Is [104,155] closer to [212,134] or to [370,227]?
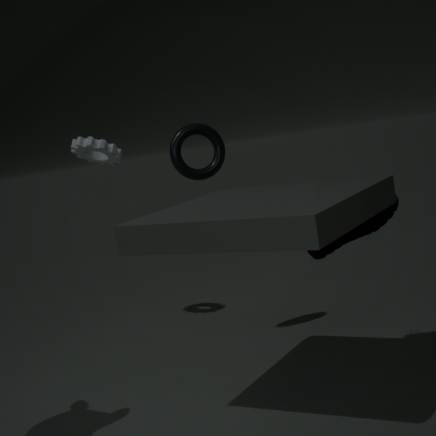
[212,134]
